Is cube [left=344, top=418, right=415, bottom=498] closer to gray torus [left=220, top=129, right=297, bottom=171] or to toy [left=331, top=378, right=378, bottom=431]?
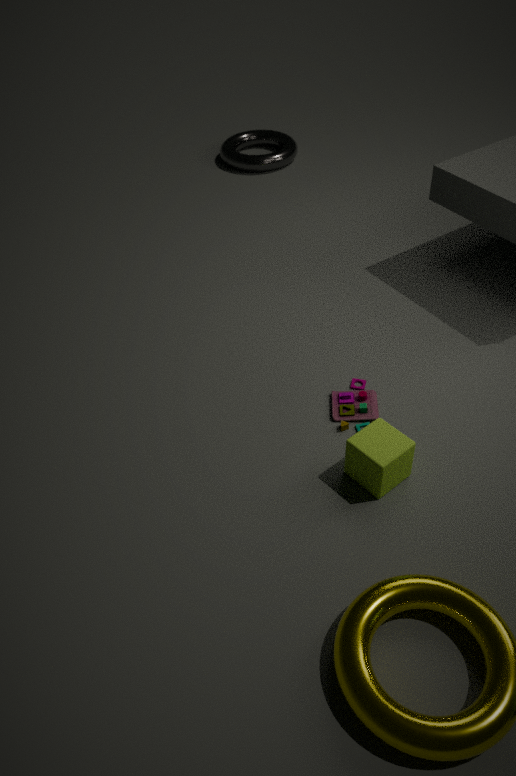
toy [left=331, top=378, right=378, bottom=431]
